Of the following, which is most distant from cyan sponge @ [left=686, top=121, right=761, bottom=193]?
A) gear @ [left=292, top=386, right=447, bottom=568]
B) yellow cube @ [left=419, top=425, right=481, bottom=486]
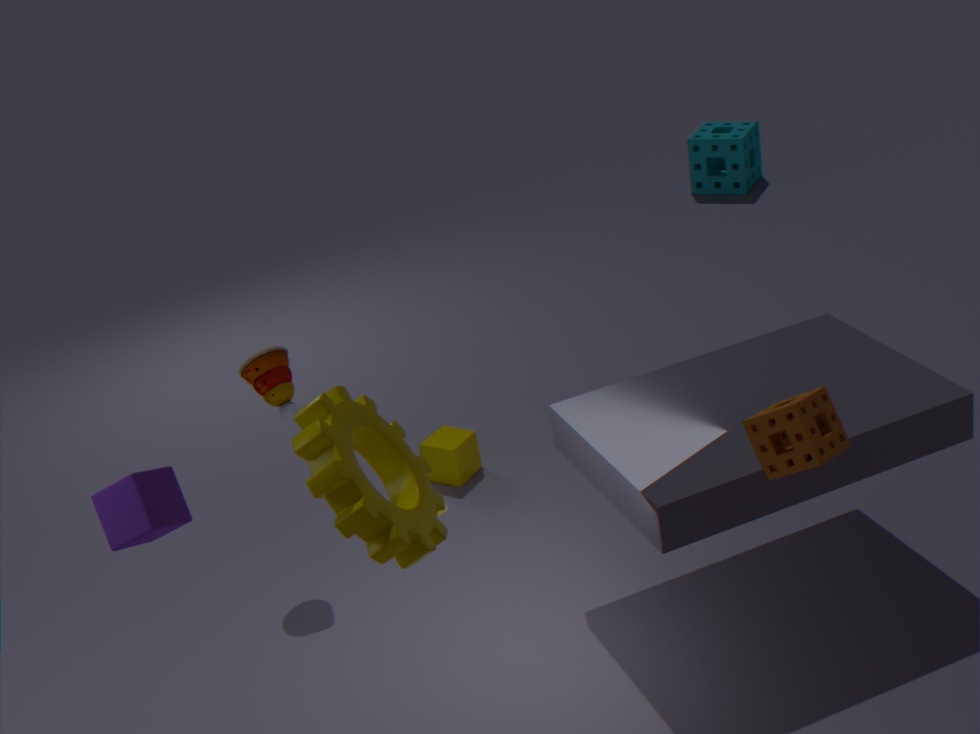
gear @ [left=292, top=386, right=447, bottom=568]
